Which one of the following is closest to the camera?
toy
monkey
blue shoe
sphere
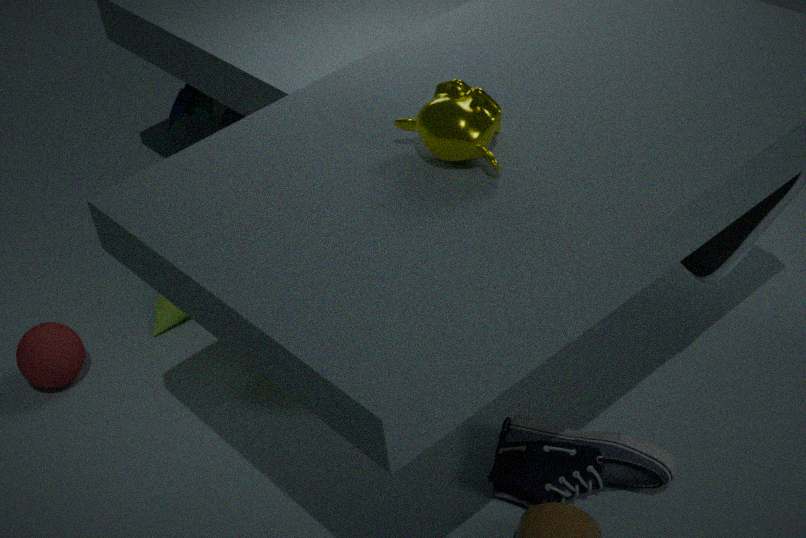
monkey
